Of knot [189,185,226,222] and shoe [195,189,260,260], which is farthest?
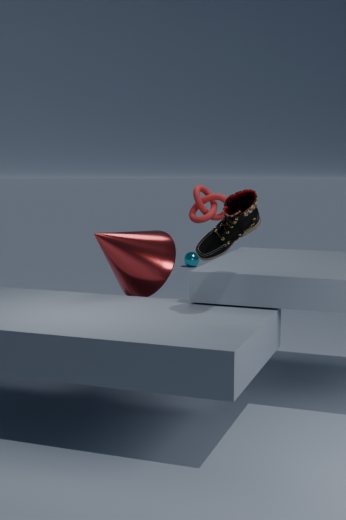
knot [189,185,226,222]
